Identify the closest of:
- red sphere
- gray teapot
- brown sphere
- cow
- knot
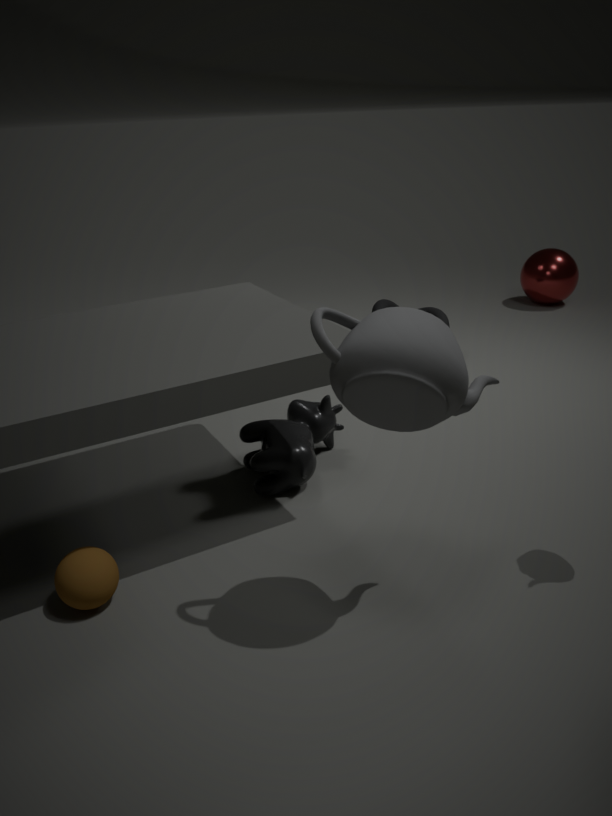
gray teapot
